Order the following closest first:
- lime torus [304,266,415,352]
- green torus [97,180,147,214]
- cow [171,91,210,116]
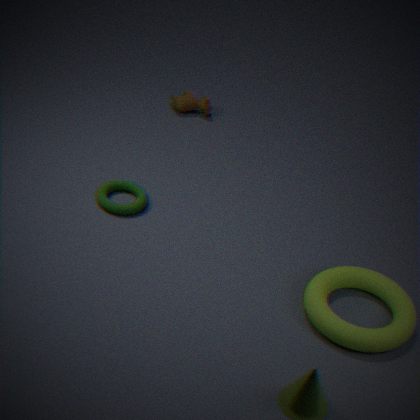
lime torus [304,266,415,352] → green torus [97,180,147,214] → cow [171,91,210,116]
